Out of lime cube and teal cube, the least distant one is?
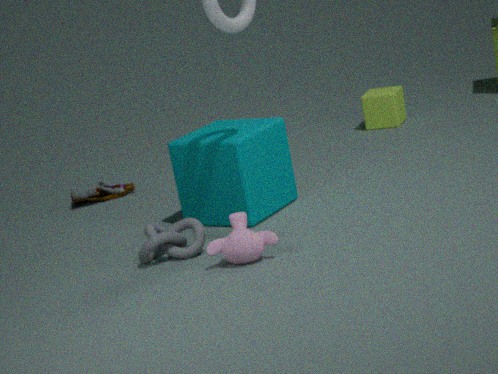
teal cube
